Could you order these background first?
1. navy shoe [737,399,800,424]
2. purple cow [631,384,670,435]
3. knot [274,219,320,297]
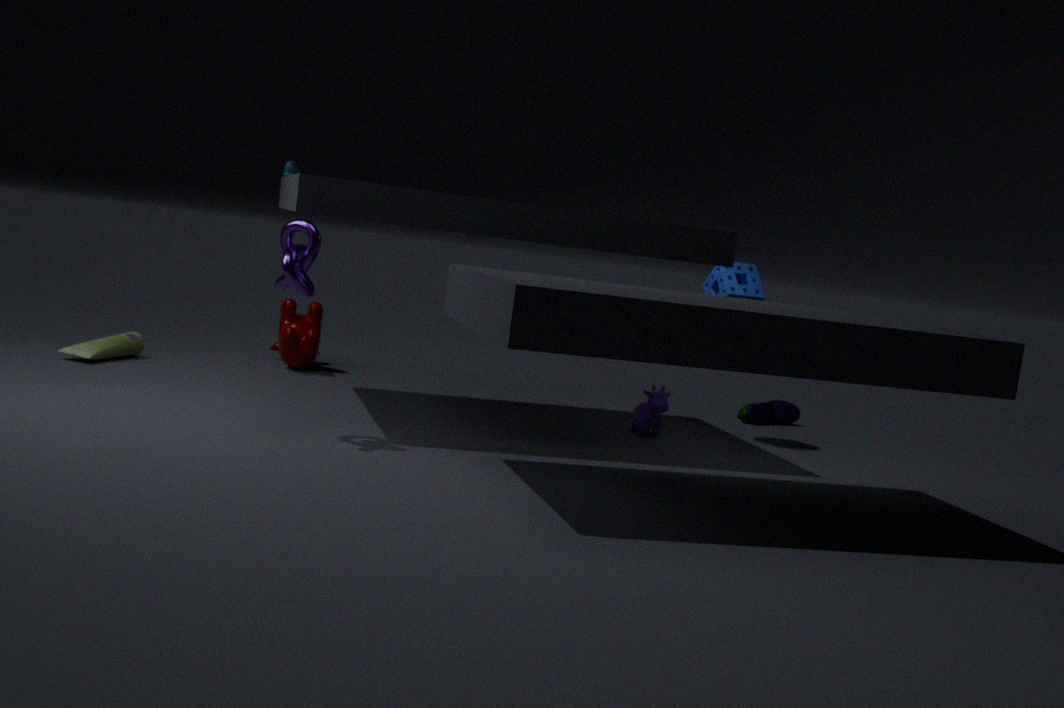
1. navy shoe [737,399,800,424]
2. purple cow [631,384,670,435]
3. knot [274,219,320,297]
